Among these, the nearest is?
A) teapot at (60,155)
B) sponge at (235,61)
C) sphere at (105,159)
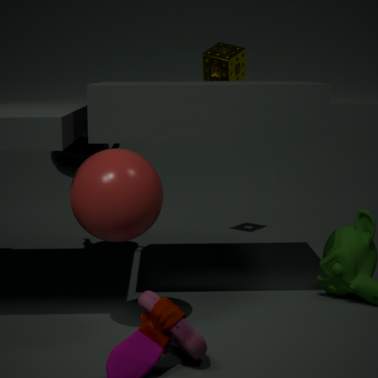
C. sphere at (105,159)
